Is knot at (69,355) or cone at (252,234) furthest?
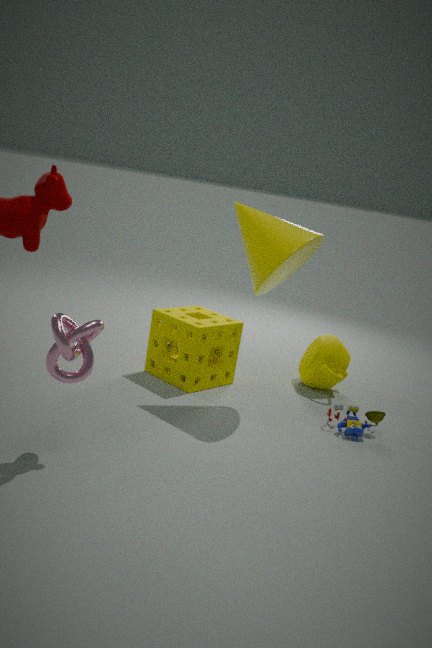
cone at (252,234)
